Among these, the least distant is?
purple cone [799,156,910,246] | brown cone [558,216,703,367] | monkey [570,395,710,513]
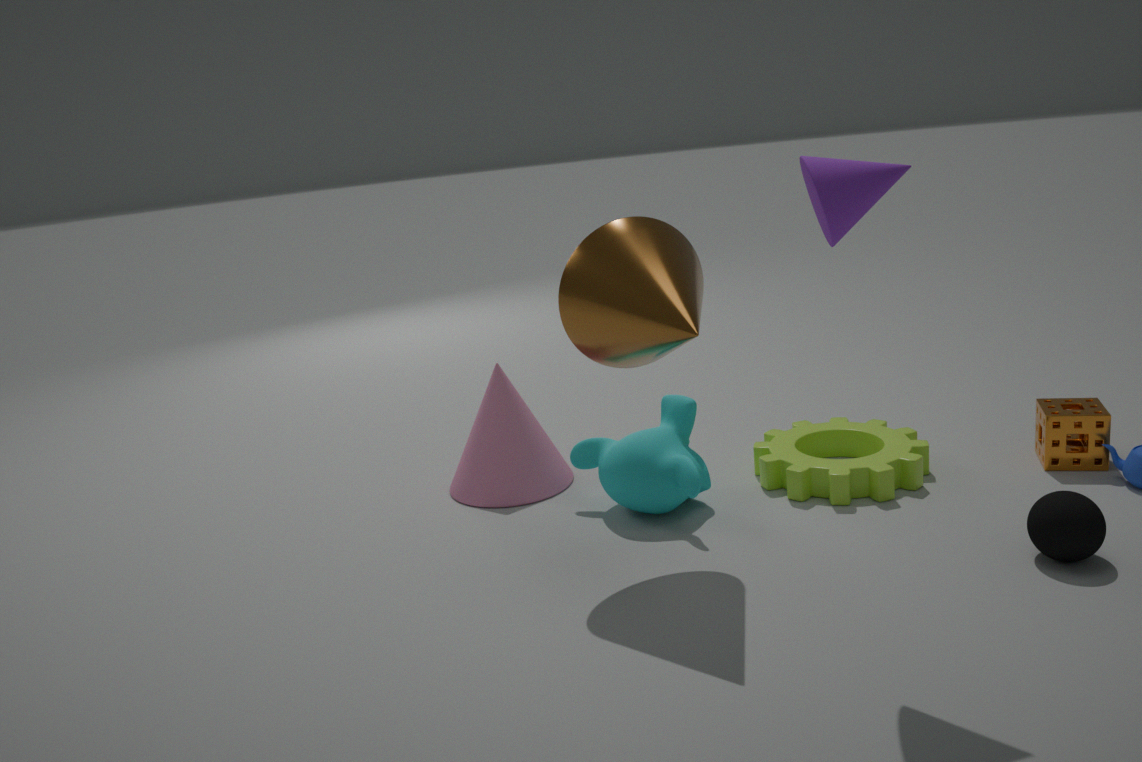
purple cone [799,156,910,246]
